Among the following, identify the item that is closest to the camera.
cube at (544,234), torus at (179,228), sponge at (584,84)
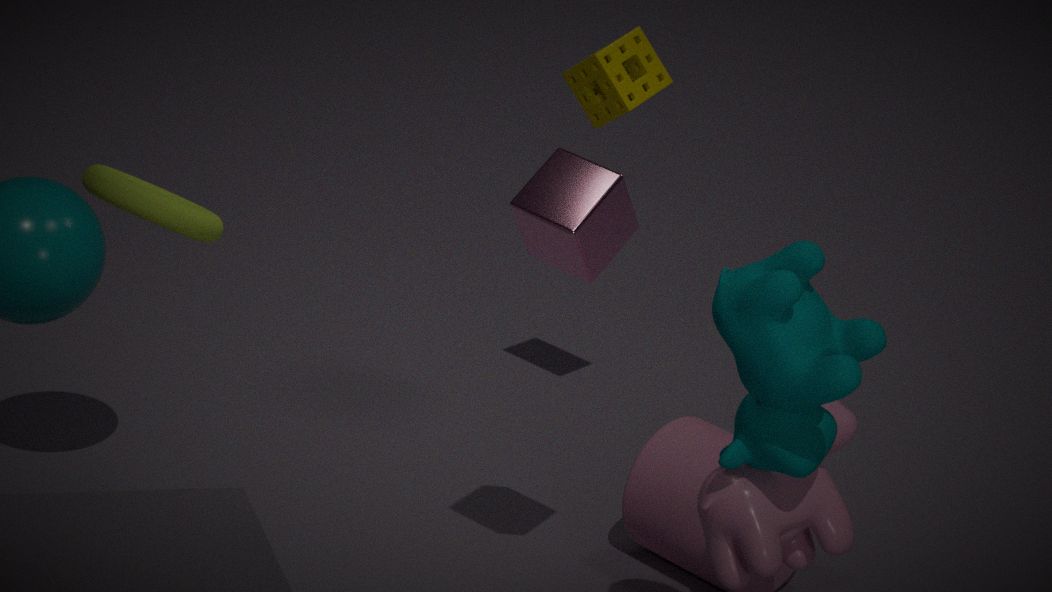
torus at (179,228)
